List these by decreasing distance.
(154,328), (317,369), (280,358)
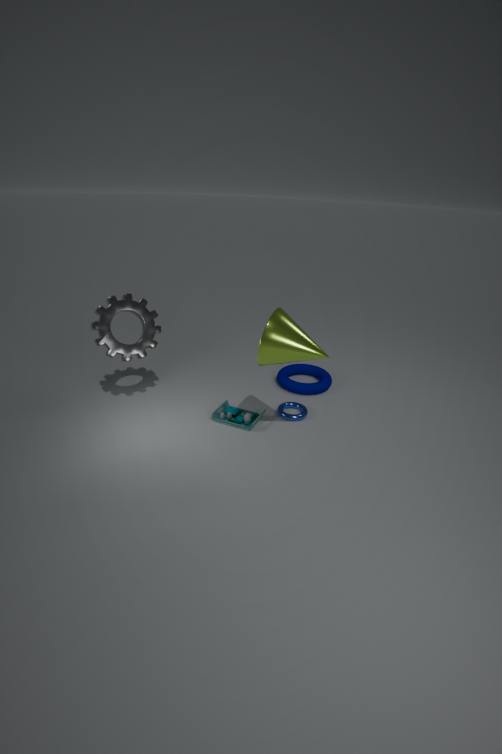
(317,369)
(154,328)
(280,358)
